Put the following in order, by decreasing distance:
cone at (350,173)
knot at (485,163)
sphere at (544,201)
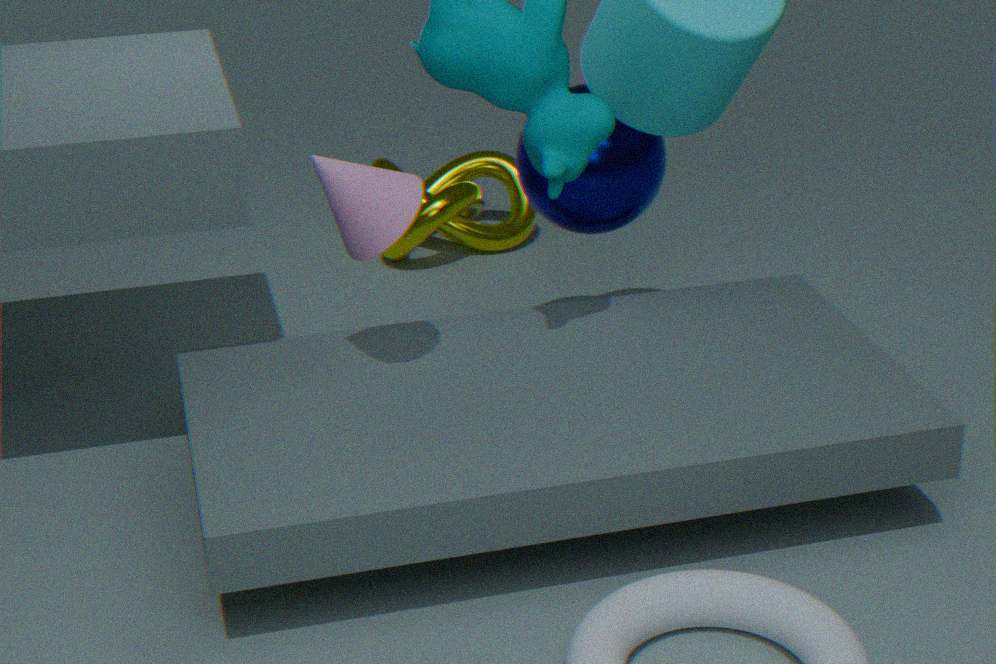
knot at (485,163)
sphere at (544,201)
cone at (350,173)
